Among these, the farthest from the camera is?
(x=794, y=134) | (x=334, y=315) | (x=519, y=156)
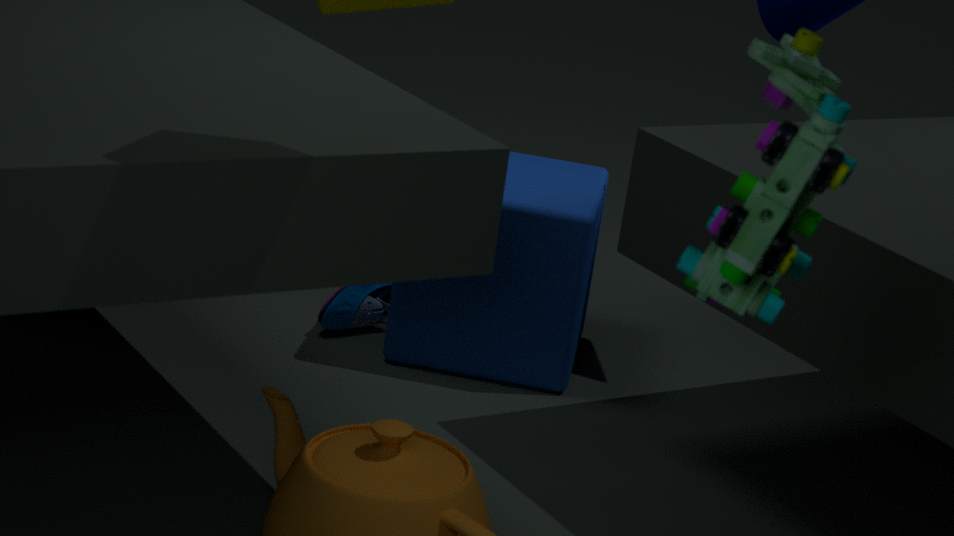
(x=519, y=156)
